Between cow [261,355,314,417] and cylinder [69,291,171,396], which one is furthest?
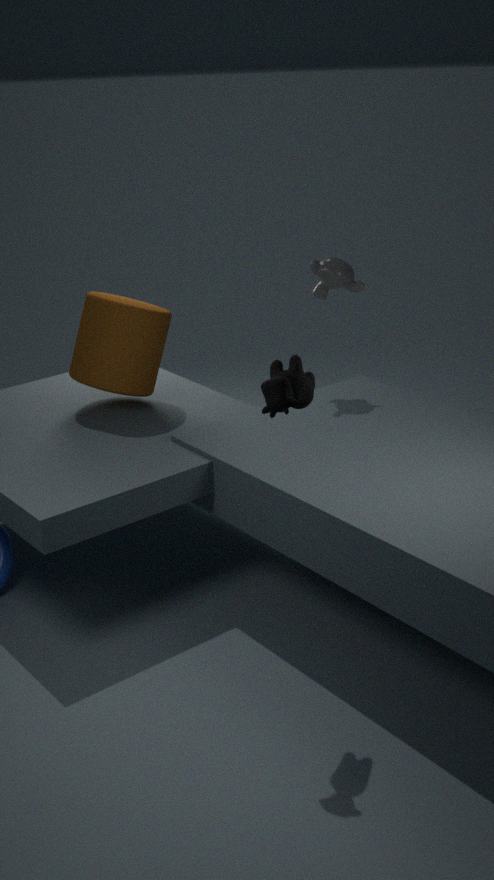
cylinder [69,291,171,396]
